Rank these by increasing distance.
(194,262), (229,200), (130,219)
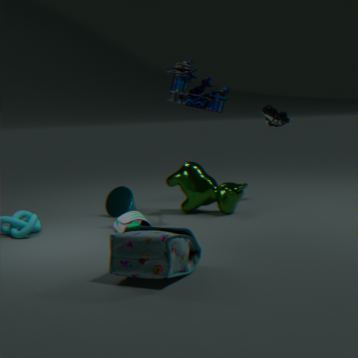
(194,262) → (130,219) → (229,200)
